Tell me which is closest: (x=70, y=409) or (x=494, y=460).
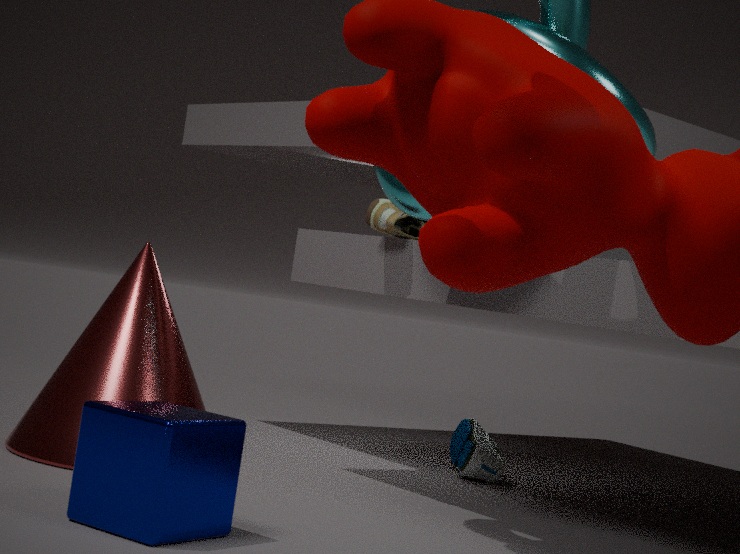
(x=70, y=409)
